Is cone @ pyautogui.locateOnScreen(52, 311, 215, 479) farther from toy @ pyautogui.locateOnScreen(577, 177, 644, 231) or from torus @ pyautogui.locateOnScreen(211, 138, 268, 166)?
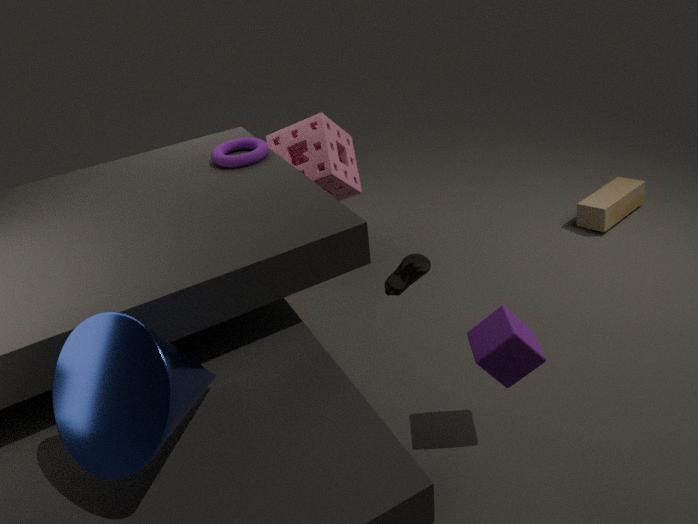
toy @ pyautogui.locateOnScreen(577, 177, 644, 231)
